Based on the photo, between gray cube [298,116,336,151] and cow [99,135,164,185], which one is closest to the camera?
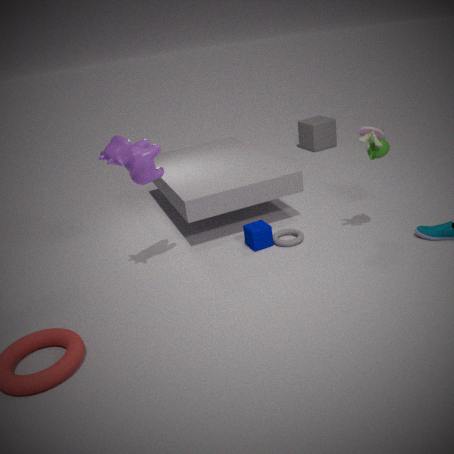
cow [99,135,164,185]
